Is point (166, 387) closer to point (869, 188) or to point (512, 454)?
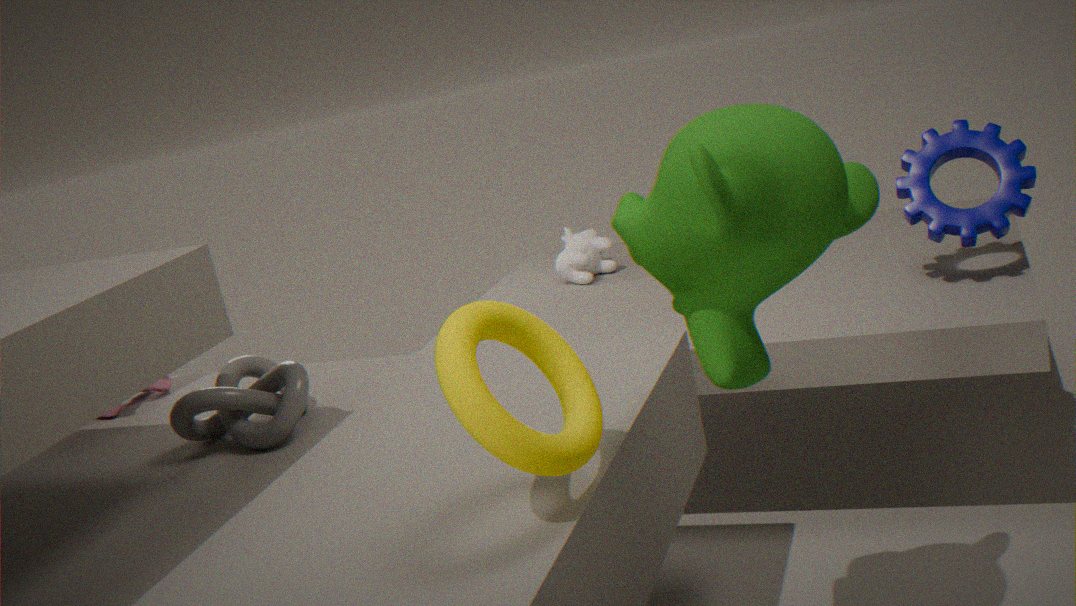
point (512, 454)
